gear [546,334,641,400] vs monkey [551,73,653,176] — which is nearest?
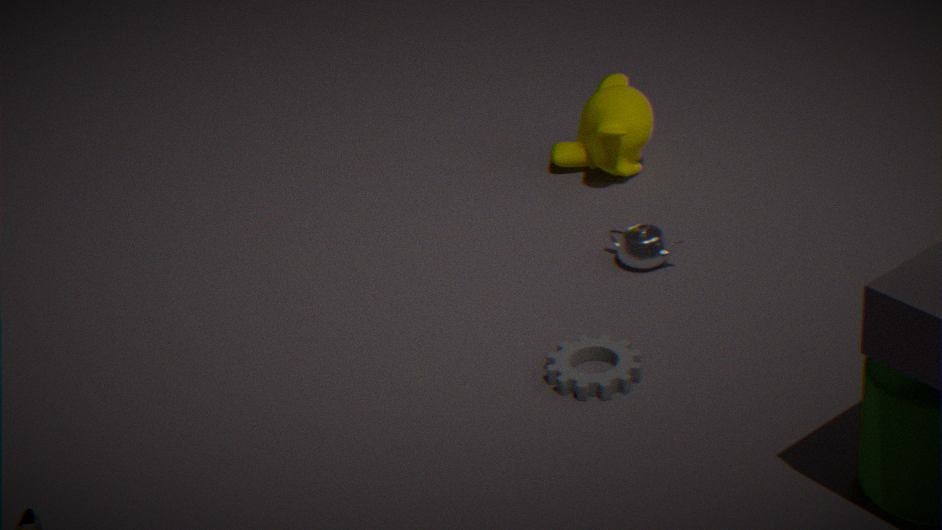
gear [546,334,641,400]
